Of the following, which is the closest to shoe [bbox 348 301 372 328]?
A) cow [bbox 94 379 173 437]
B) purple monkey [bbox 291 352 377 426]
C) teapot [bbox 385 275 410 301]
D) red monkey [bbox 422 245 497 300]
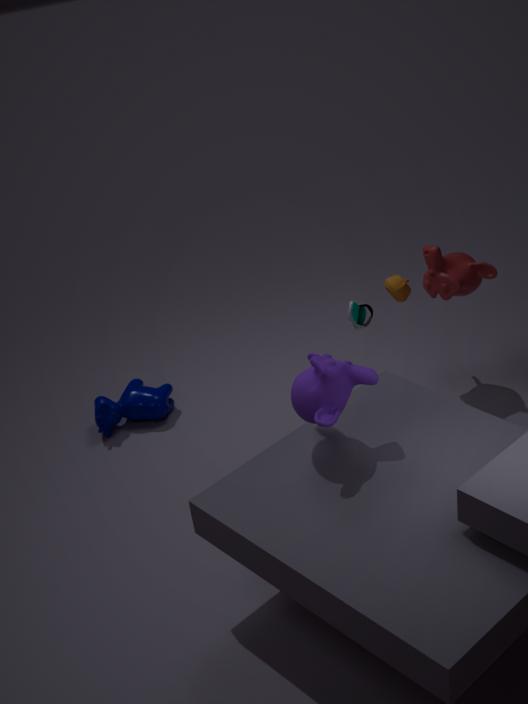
teapot [bbox 385 275 410 301]
